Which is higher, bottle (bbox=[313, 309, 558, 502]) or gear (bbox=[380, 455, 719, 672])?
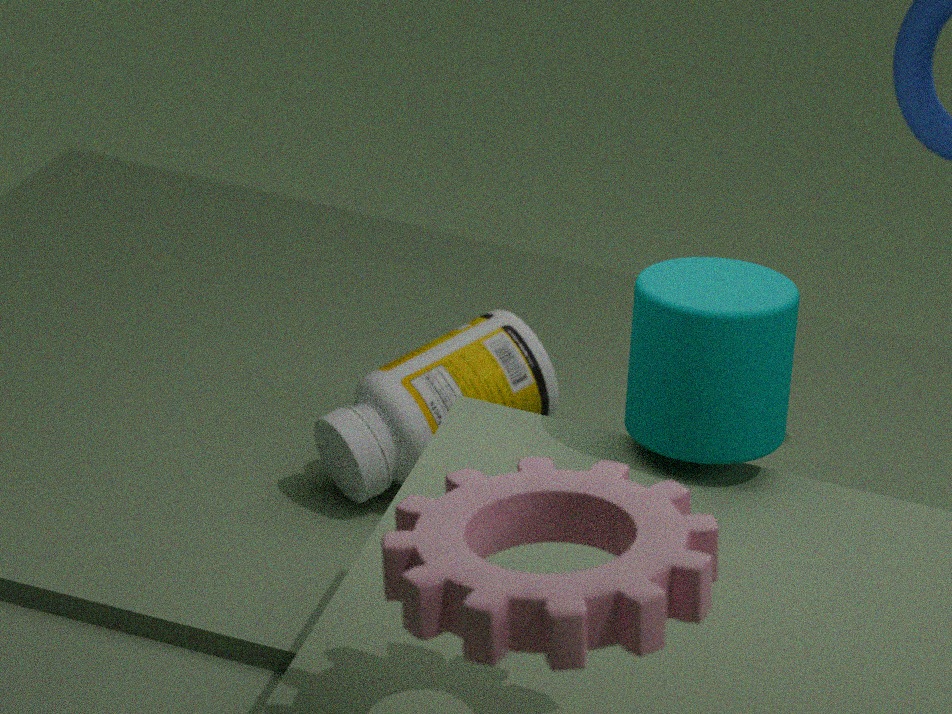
gear (bbox=[380, 455, 719, 672])
